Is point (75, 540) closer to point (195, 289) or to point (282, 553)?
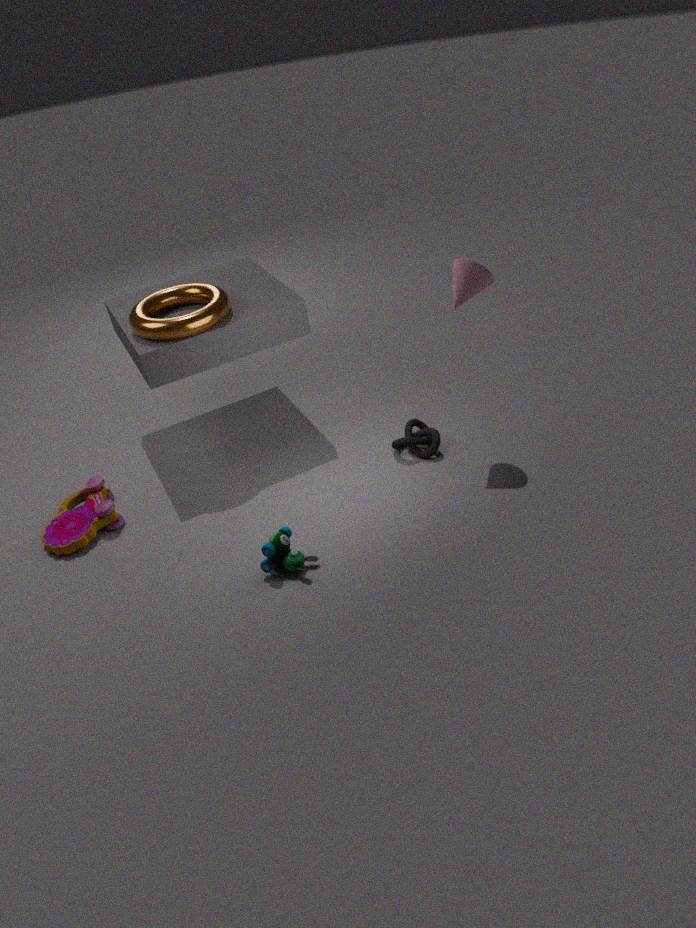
point (282, 553)
